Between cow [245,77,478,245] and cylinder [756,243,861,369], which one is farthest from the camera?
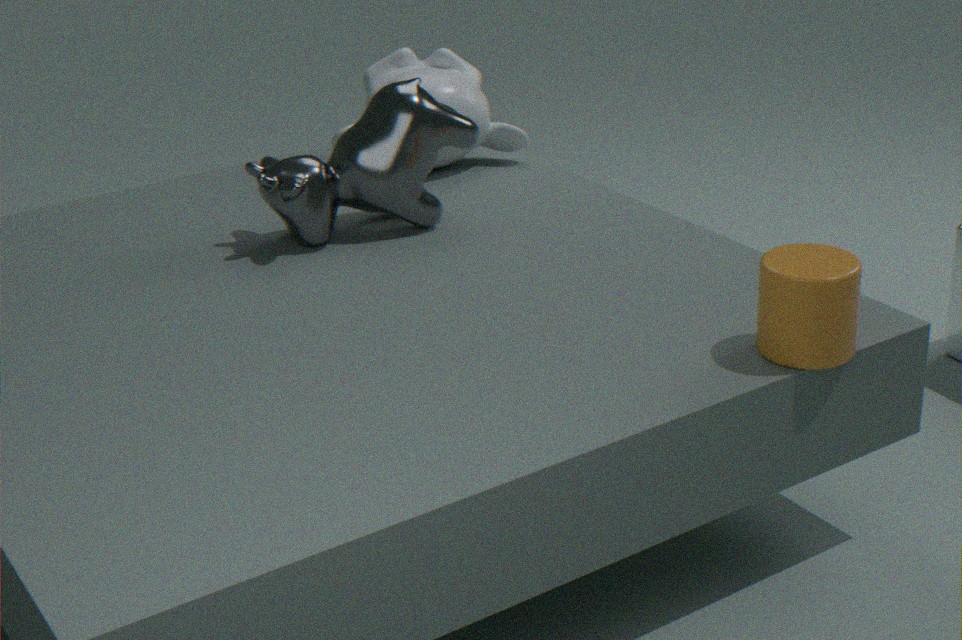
cow [245,77,478,245]
